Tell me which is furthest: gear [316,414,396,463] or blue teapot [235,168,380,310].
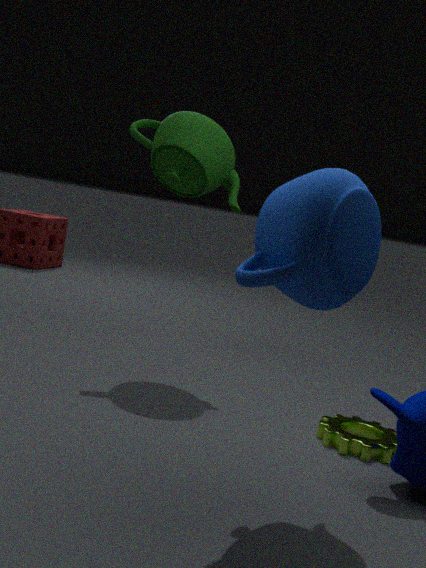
gear [316,414,396,463]
